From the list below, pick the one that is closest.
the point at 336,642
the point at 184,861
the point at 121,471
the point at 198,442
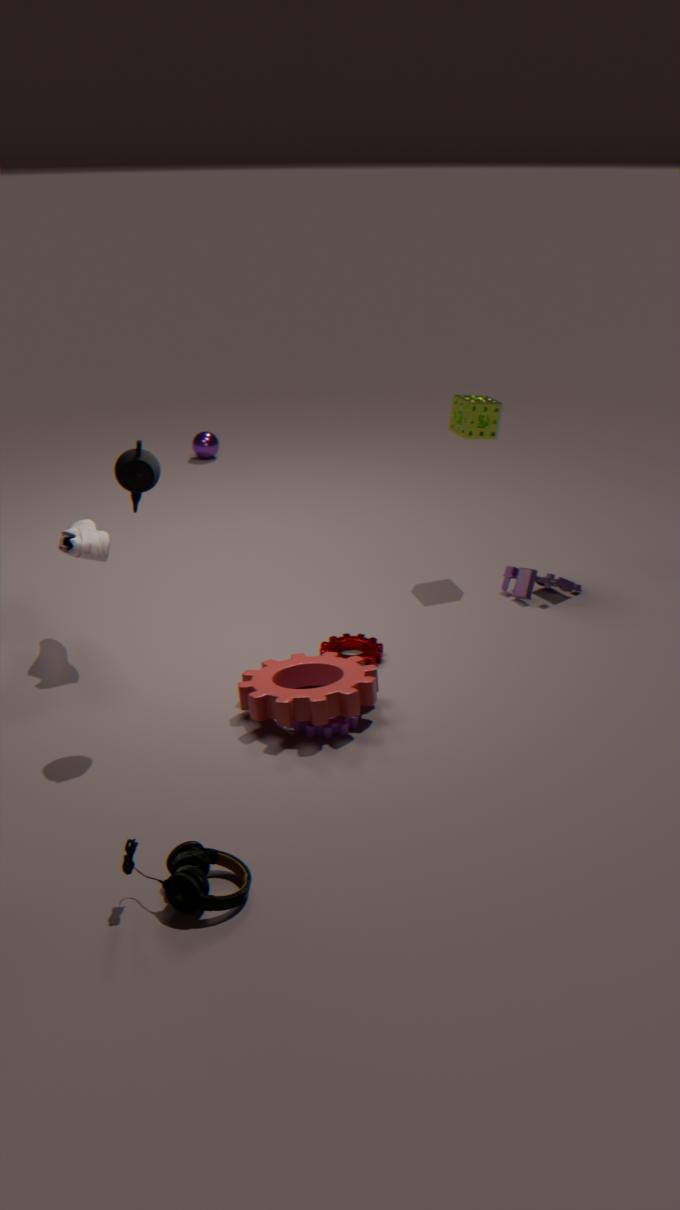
the point at 184,861
